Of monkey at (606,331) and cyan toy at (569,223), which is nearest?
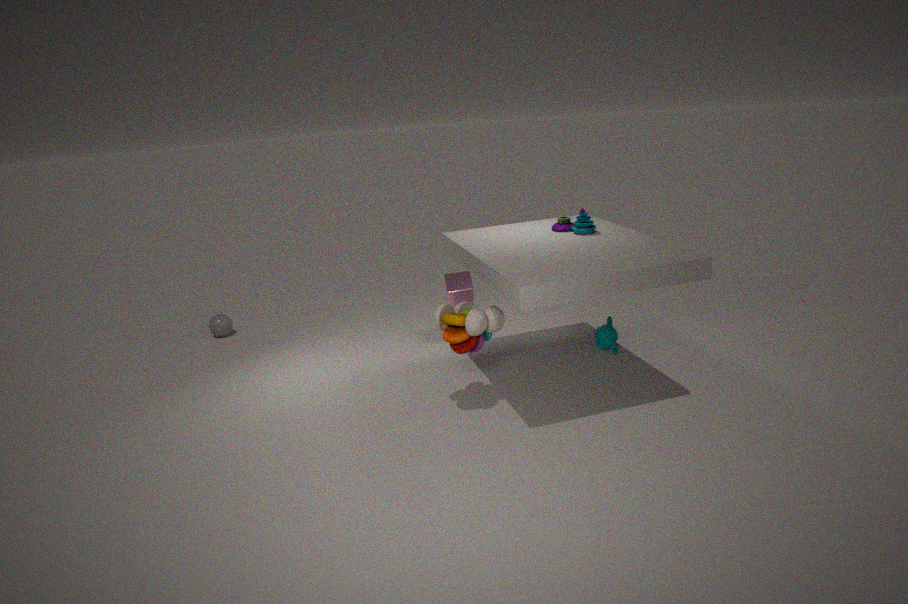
cyan toy at (569,223)
